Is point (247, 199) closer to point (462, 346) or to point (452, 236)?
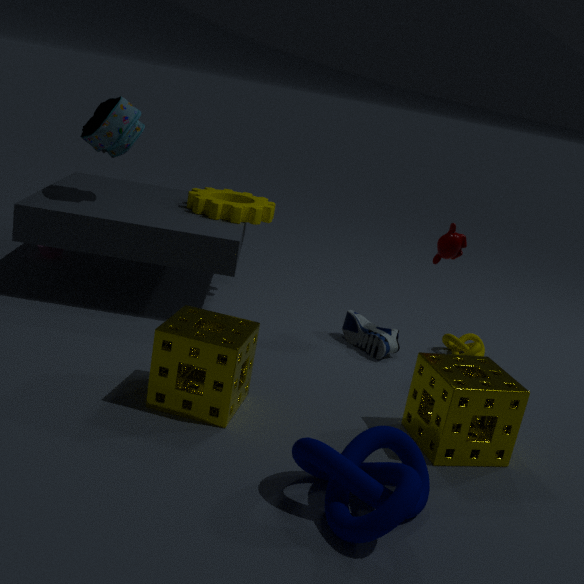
point (452, 236)
